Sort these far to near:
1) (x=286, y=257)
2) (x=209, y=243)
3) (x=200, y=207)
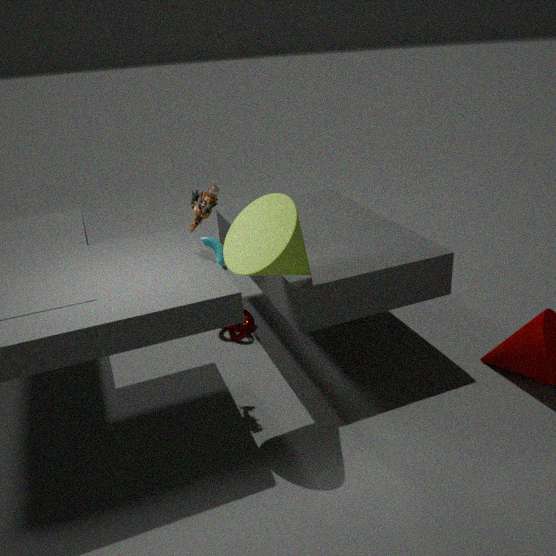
2. (x=209, y=243) < 3. (x=200, y=207) < 1. (x=286, y=257)
